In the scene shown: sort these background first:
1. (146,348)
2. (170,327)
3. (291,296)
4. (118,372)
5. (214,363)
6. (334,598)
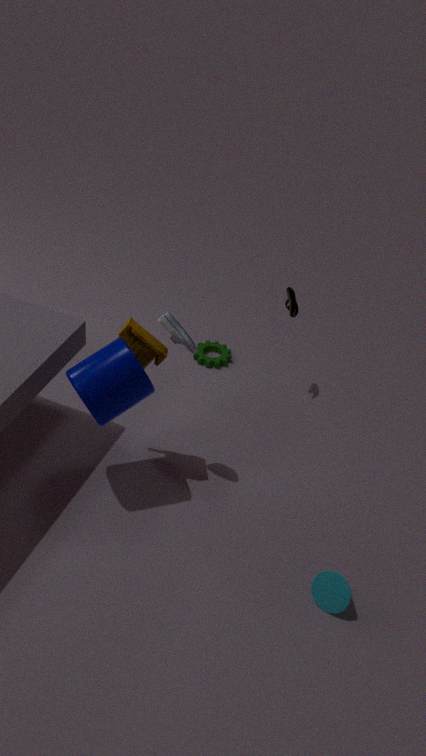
1. (214,363)
2. (291,296)
3. (146,348)
4. (170,327)
5. (118,372)
6. (334,598)
